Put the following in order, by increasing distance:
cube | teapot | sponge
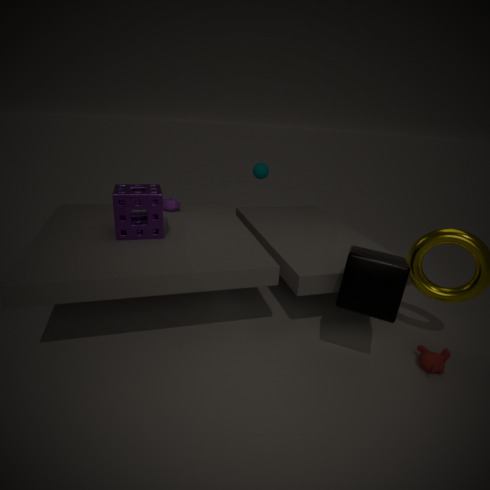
cube, sponge, teapot
